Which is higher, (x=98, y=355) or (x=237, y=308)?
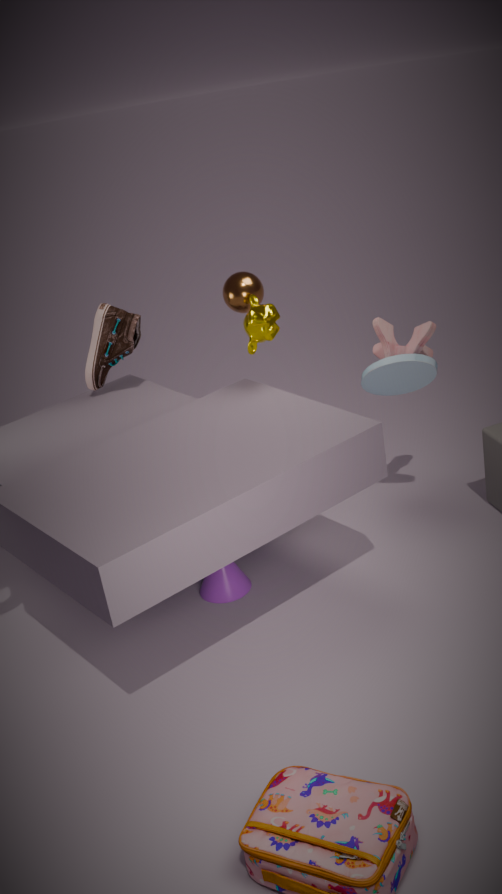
(x=237, y=308)
